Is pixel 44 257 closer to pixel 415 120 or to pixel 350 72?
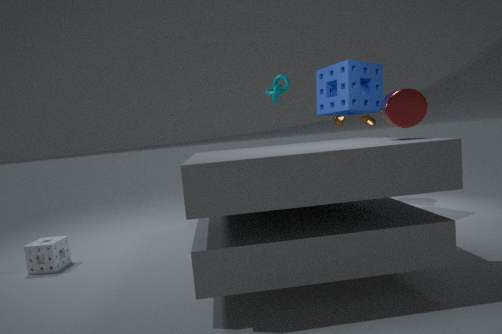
pixel 415 120
